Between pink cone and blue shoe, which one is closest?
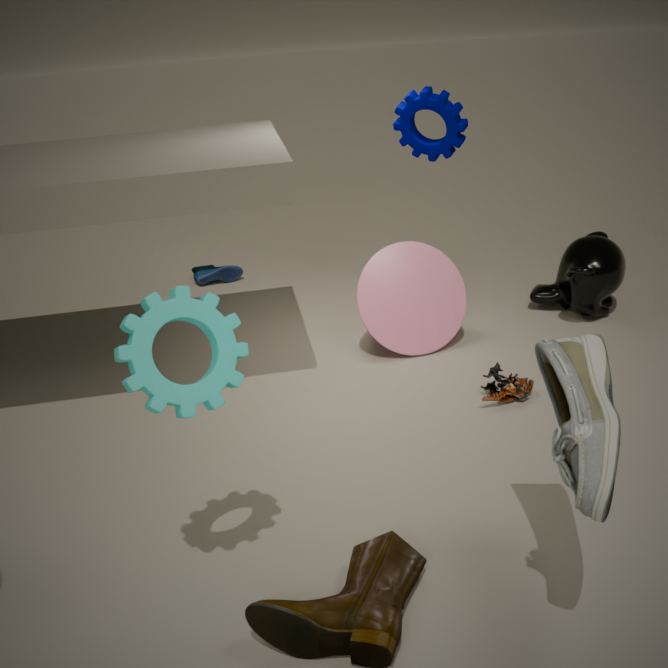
pink cone
